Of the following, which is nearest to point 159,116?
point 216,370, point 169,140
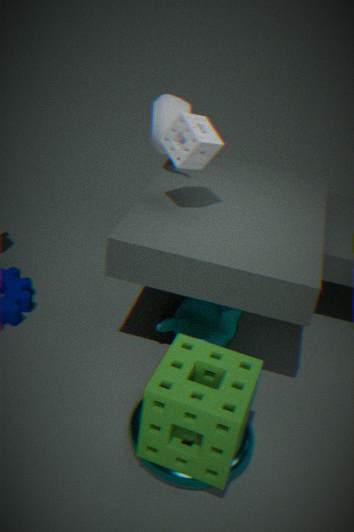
point 169,140
